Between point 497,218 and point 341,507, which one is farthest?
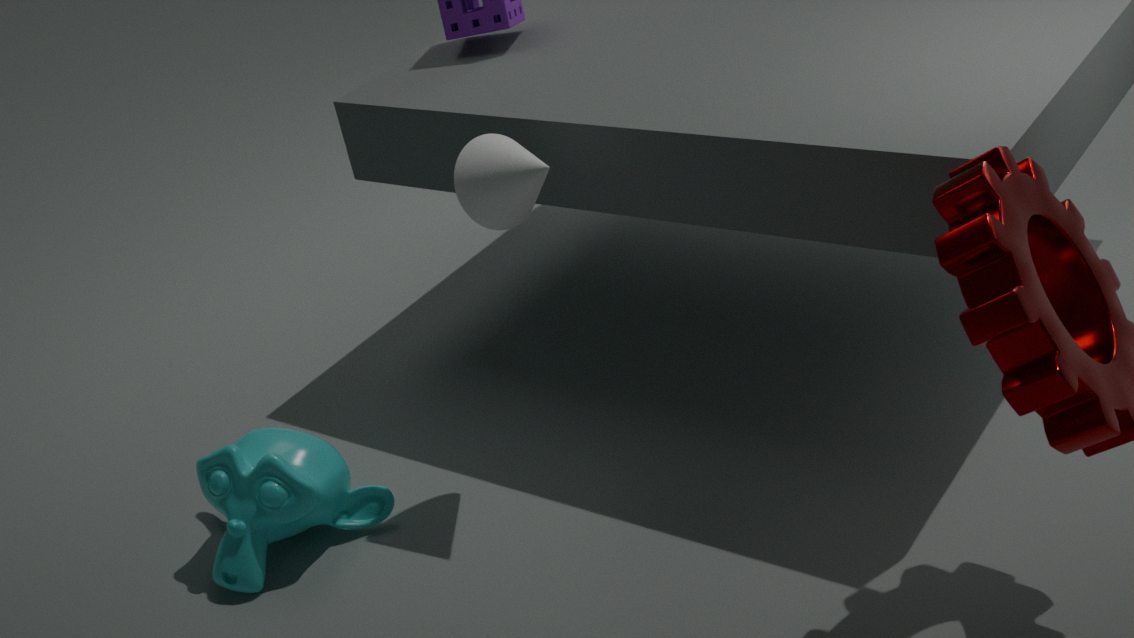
point 341,507
